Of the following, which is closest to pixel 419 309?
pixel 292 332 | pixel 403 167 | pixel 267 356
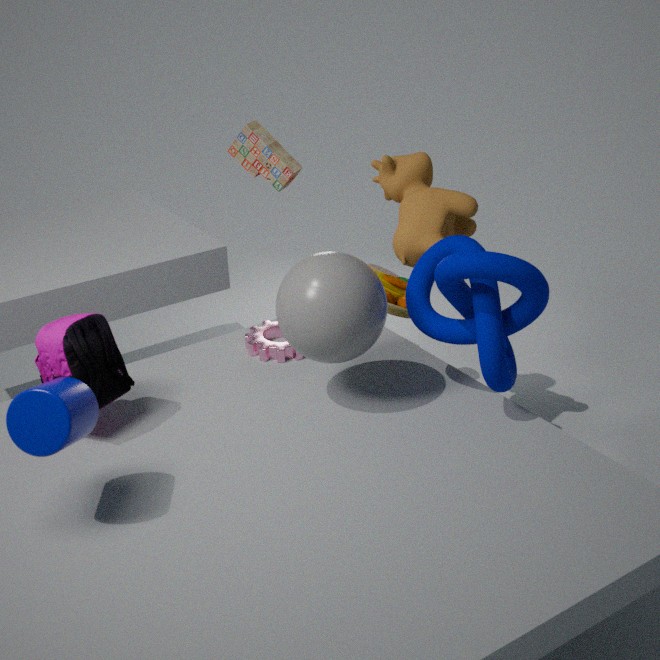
pixel 292 332
